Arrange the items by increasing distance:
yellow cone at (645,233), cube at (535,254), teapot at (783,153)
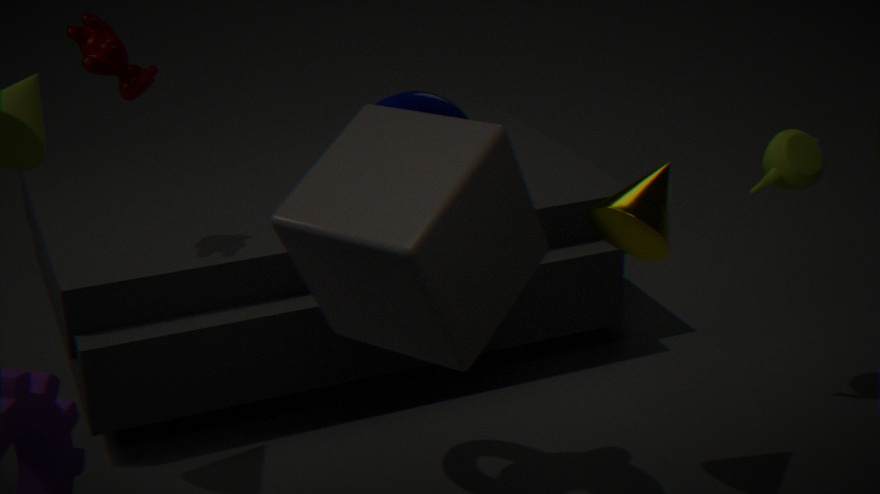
cube at (535,254) → yellow cone at (645,233) → teapot at (783,153)
